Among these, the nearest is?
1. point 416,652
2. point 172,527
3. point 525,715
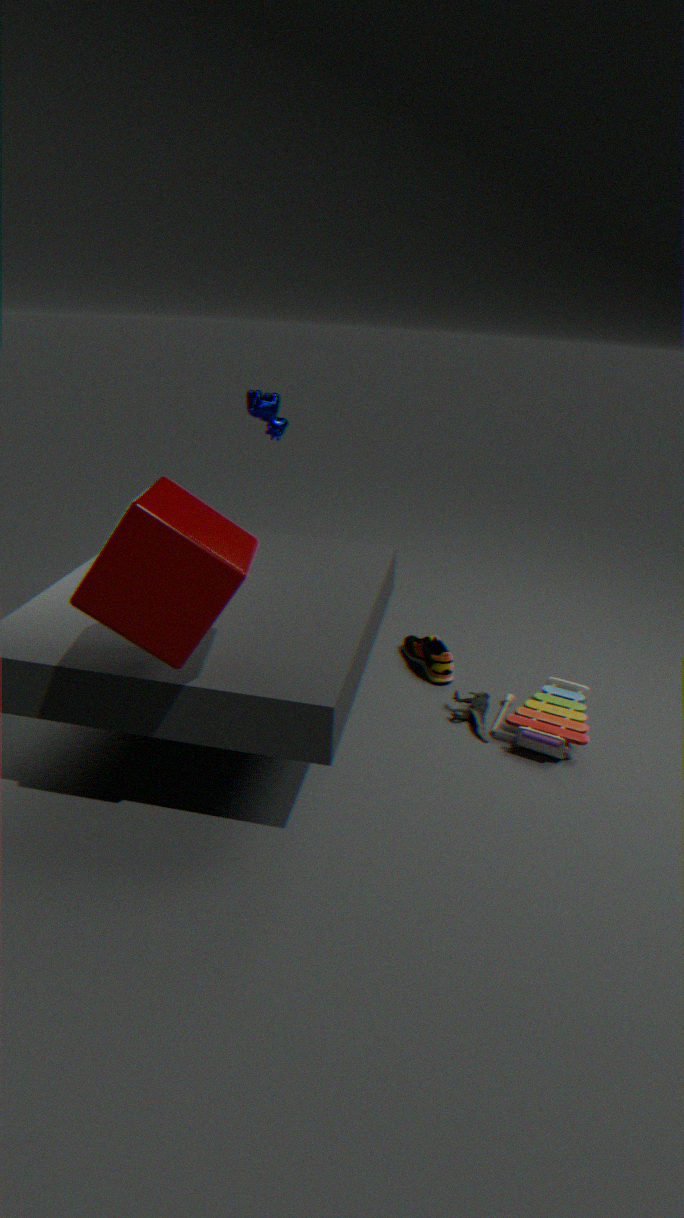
point 172,527
